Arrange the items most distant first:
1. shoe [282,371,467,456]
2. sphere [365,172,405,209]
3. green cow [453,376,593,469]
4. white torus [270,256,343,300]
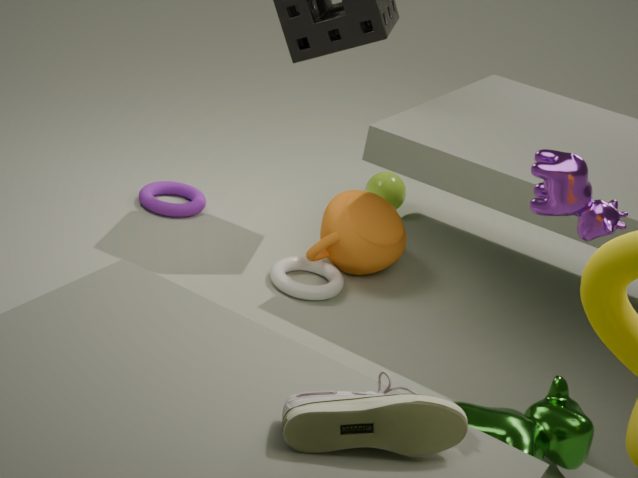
1. sphere [365,172,405,209]
2. white torus [270,256,343,300]
3. green cow [453,376,593,469]
4. shoe [282,371,467,456]
